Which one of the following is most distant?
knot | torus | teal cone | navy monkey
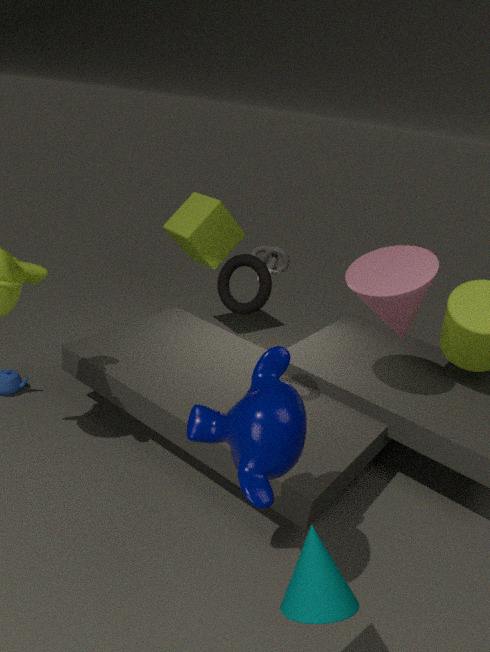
knot
